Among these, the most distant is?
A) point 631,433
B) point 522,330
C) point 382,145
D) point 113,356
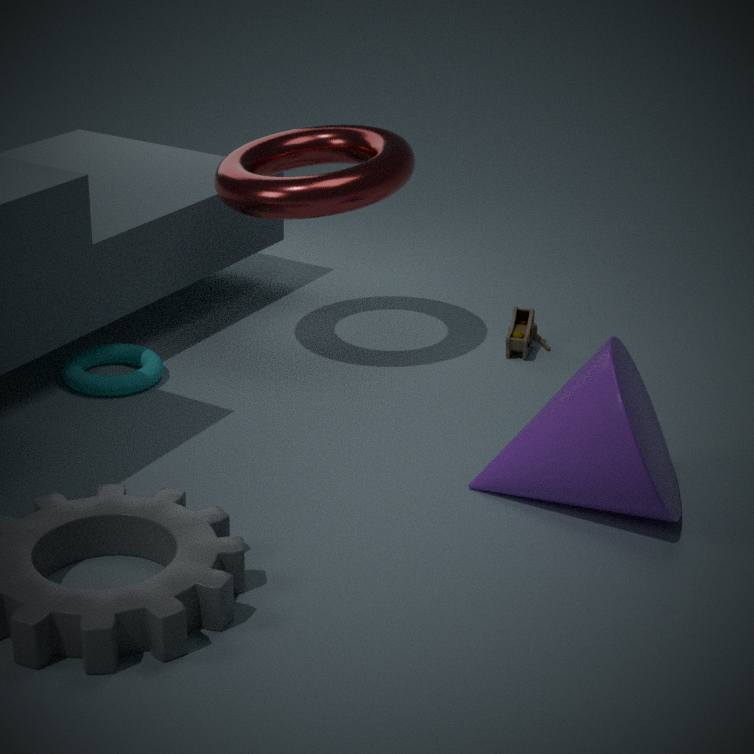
point 522,330
